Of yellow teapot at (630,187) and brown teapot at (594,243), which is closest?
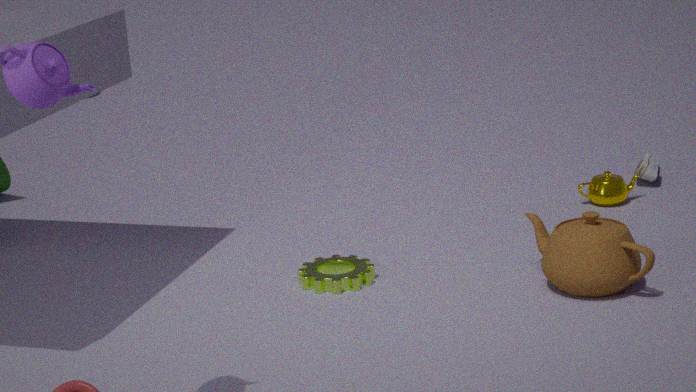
brown teapot at (594,243)
